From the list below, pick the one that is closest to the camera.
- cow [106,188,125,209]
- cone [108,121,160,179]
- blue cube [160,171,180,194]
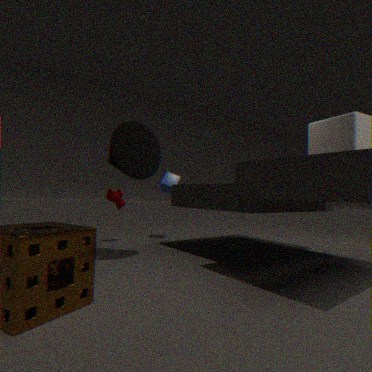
cone [108,121,160,179]
